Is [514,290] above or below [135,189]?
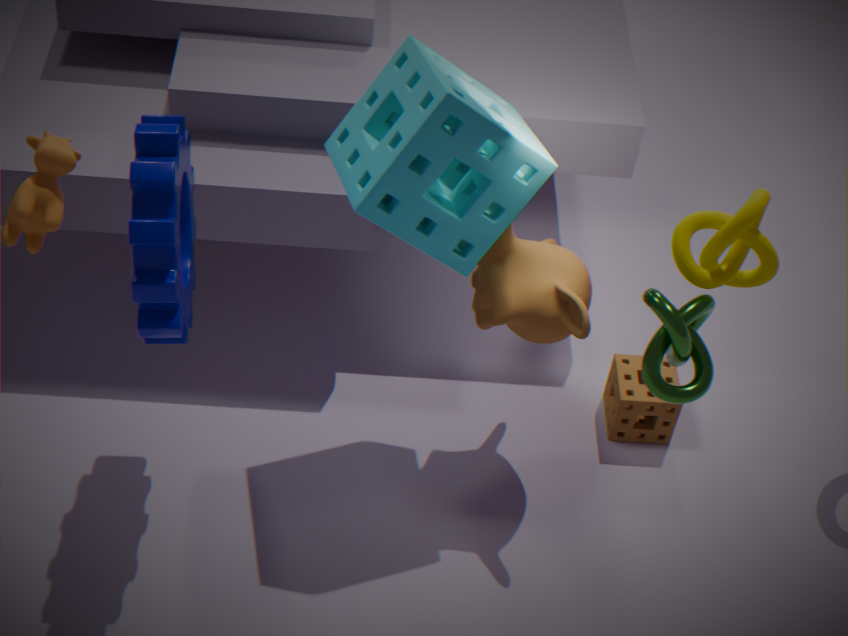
below
